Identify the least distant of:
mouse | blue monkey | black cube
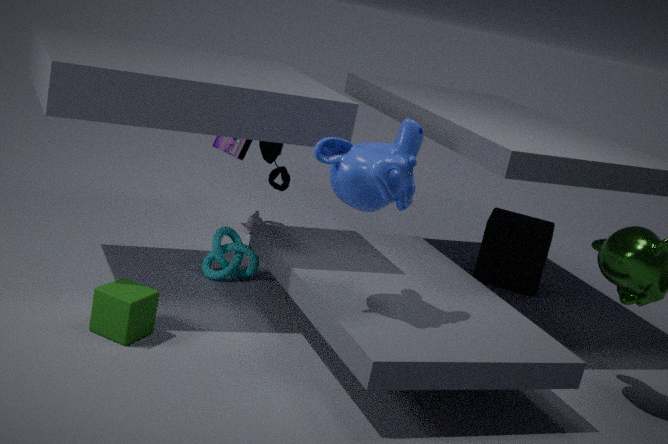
blue monkey
